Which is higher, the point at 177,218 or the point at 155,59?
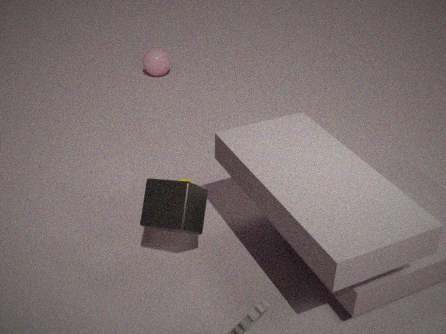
the point at 177,218
